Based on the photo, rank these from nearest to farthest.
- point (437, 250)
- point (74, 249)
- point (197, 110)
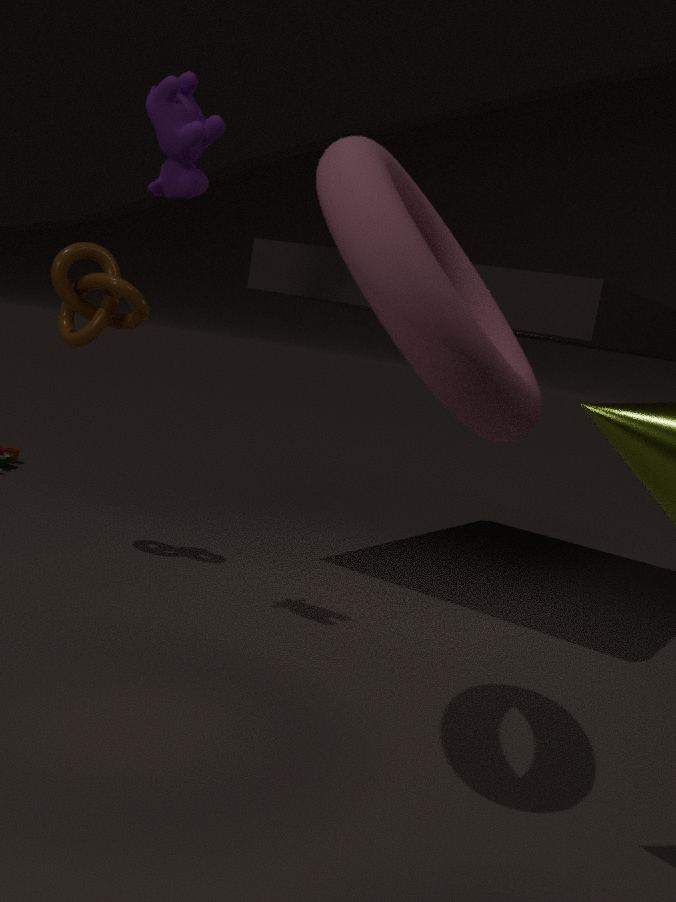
point (437, 250) < point (197, 110) < point (74, 249)
